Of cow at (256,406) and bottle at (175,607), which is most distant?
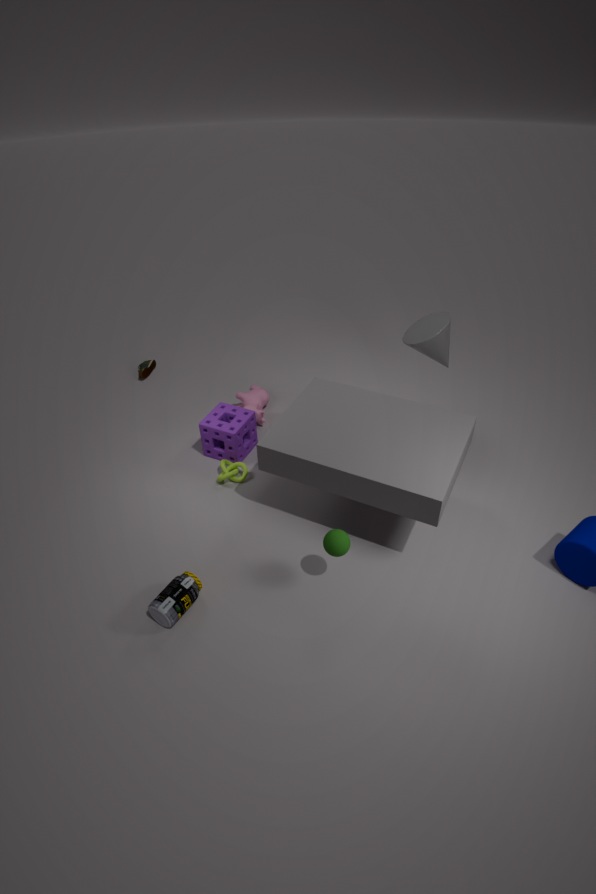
cow at (256,406)
